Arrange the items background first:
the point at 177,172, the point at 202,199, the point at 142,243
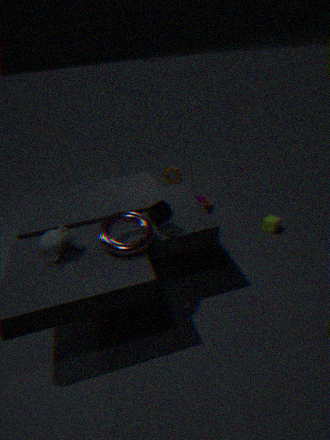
the point at 202,199 < the point at 177,172 < the point at 142,243
